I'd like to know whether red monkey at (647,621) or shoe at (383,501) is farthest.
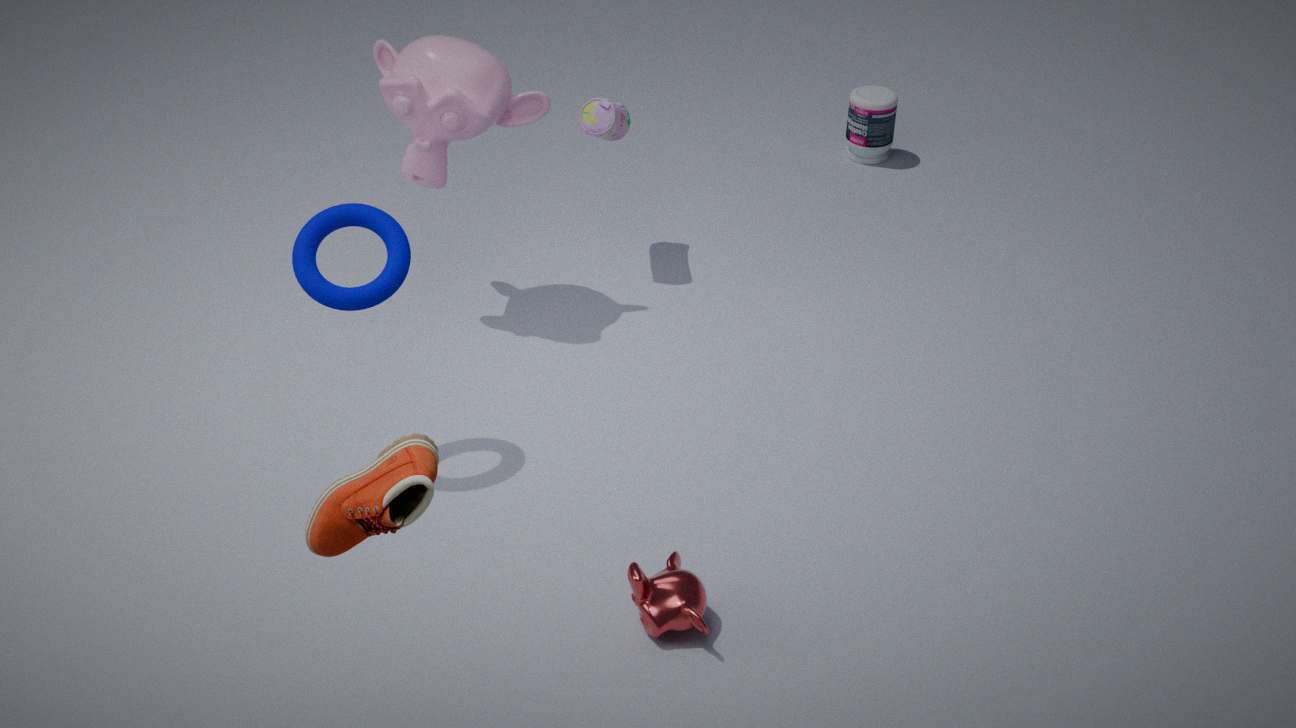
red monkey at (647,621)
